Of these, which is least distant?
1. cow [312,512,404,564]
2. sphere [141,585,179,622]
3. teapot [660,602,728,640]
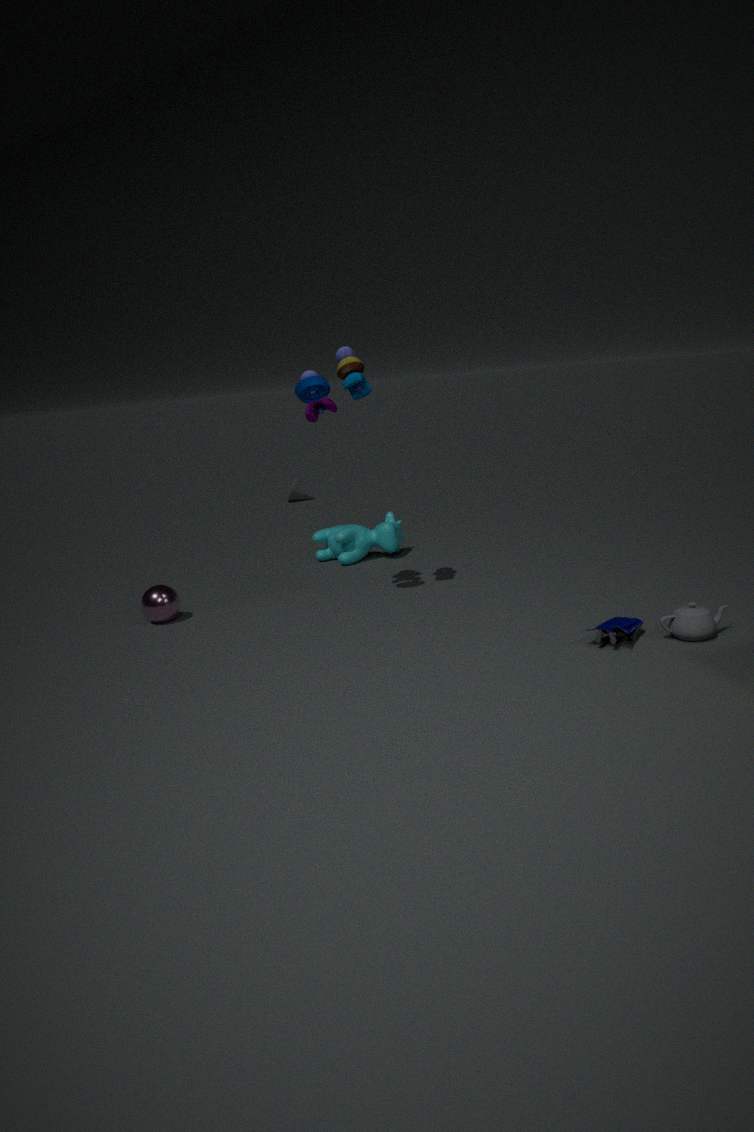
teapot [660,602,728,640]
